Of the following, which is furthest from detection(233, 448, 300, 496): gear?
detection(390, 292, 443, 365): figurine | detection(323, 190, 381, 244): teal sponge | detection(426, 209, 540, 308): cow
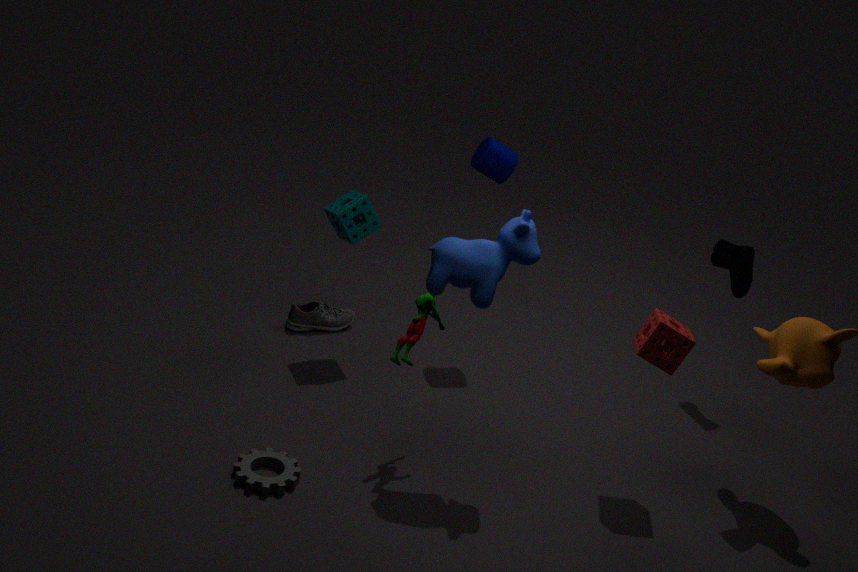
detection(323, 190, 381, 244): teal sponge
